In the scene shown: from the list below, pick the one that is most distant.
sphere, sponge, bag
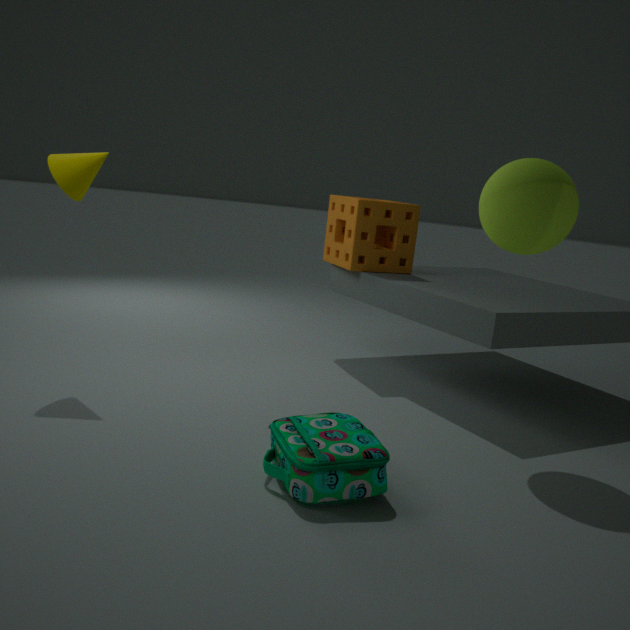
sponge
